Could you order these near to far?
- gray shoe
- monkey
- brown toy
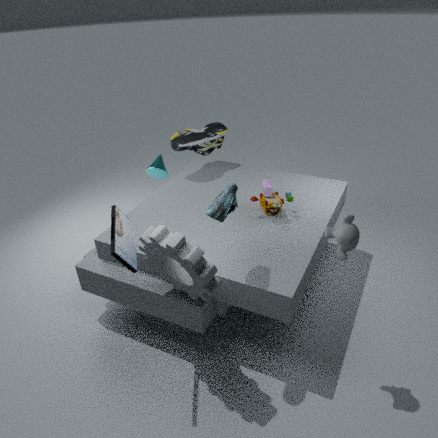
monkey, brown toy, gray shoe
